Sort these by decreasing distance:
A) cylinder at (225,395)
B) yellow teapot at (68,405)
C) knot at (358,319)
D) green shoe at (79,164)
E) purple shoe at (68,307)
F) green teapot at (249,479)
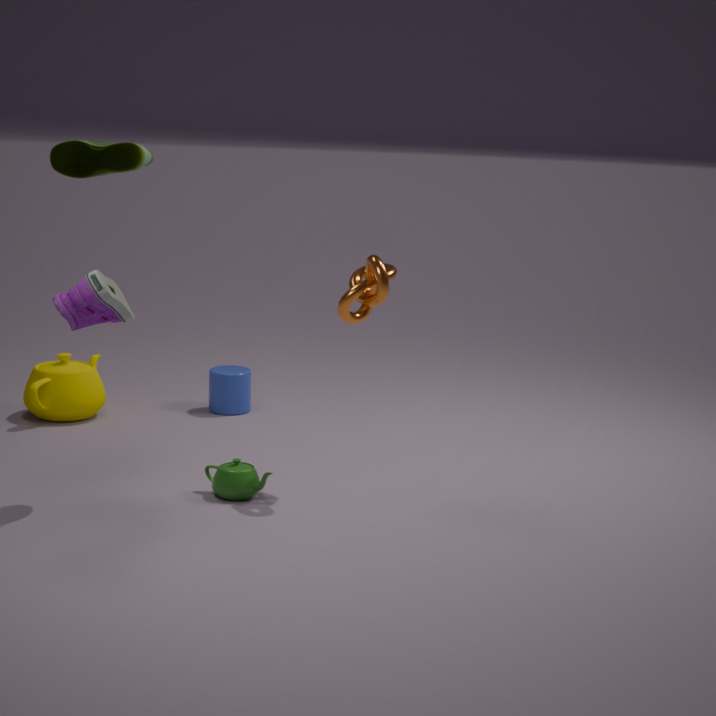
cylinder at (225,395) < yellow teapot at (68,405) < green teapot at (249,479) < green shoe at (79,164) < knot at (358,319) < purple shoe at (68,307)
